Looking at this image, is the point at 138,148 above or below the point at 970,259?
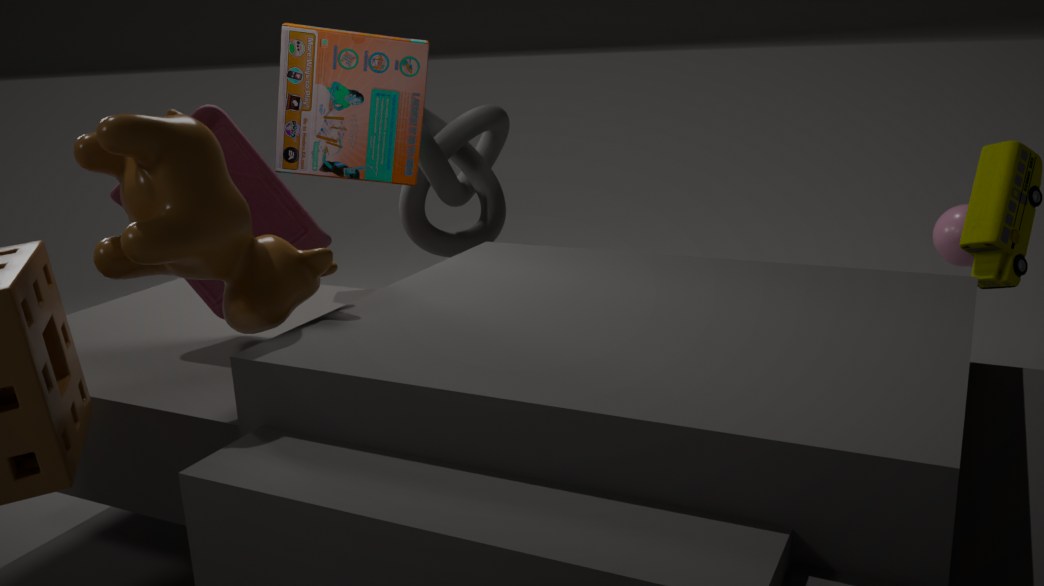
above
